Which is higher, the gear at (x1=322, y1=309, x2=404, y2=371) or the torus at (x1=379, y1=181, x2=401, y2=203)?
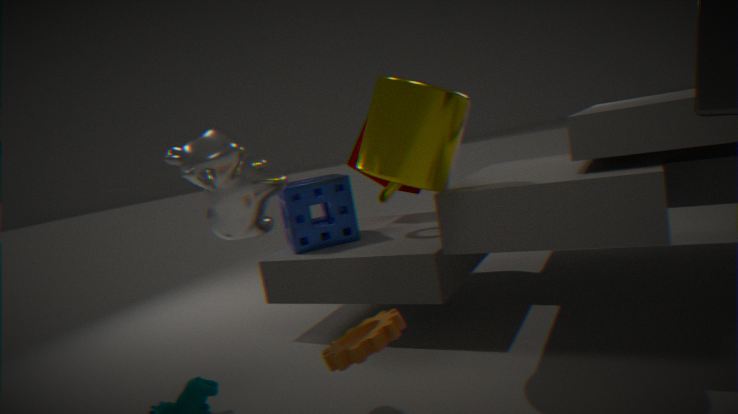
the torus at (x1=379, y1=181, x2=401, y2=203)
